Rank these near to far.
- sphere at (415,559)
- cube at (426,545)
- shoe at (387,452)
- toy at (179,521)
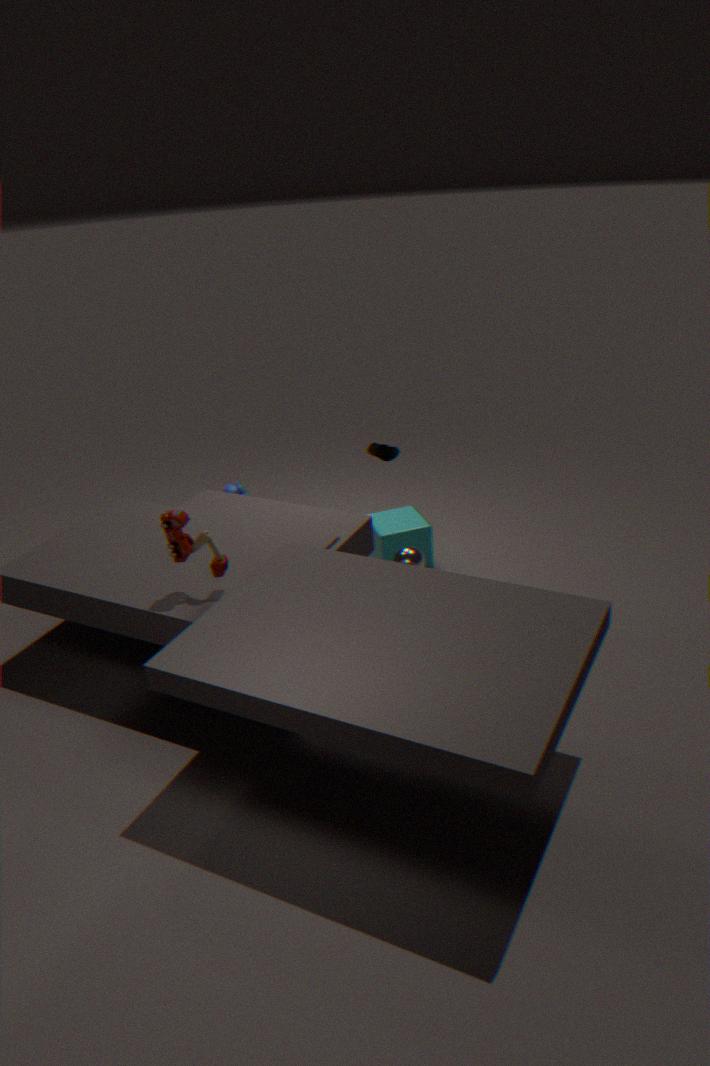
1. toy at (179,521)
2. shoe at (387,452)
3. sphere at (415,559)
4. cube at (426,545)
